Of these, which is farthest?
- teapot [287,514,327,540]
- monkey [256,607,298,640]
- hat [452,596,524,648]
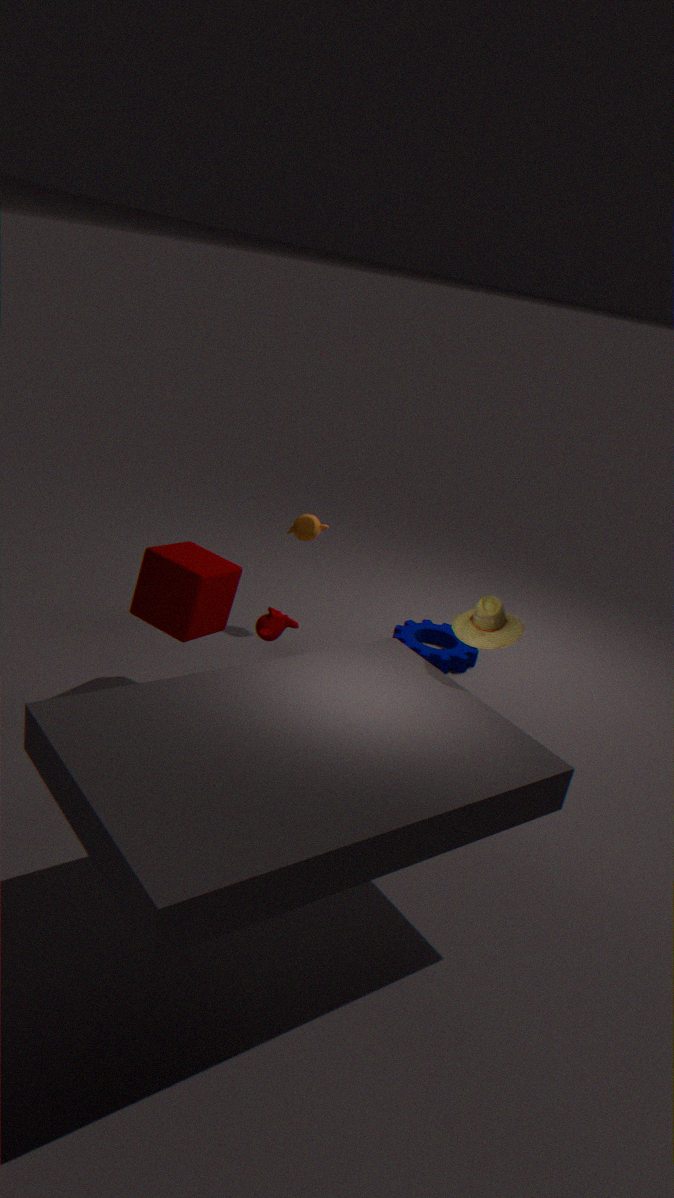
teapot [287,514,327,540]
